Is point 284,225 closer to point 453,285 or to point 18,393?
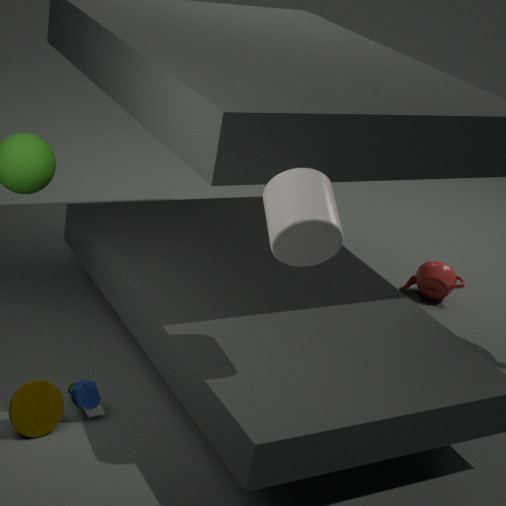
point 18,393
